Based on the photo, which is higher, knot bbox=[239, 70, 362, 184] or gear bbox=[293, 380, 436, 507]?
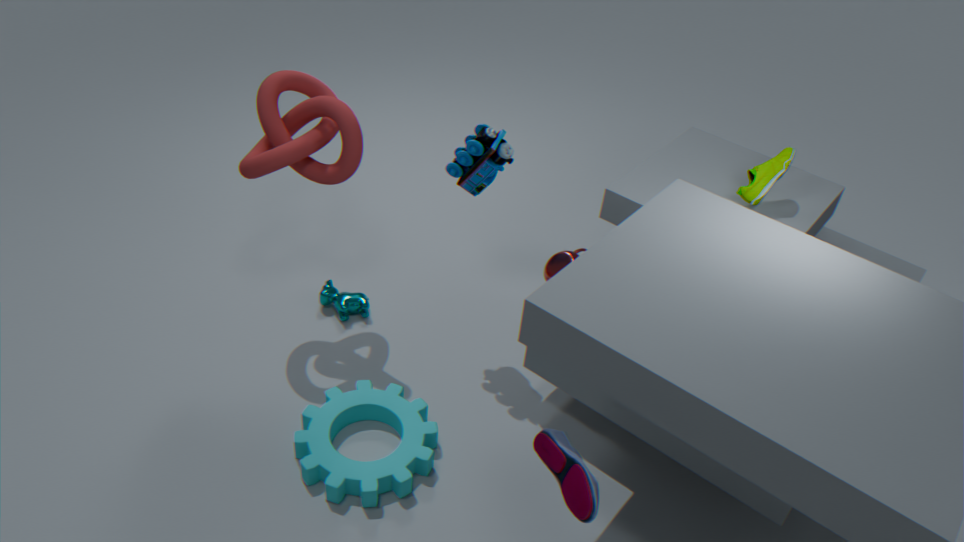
knot bbox=[239, 70, 362, 184]
